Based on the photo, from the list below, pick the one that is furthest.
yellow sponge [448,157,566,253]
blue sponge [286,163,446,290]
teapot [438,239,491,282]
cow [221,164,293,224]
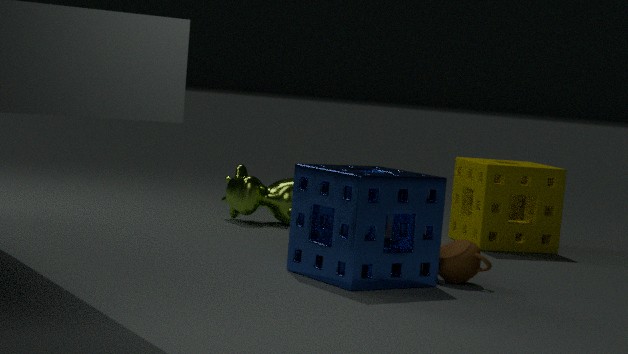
cow [221,164,293,224]
